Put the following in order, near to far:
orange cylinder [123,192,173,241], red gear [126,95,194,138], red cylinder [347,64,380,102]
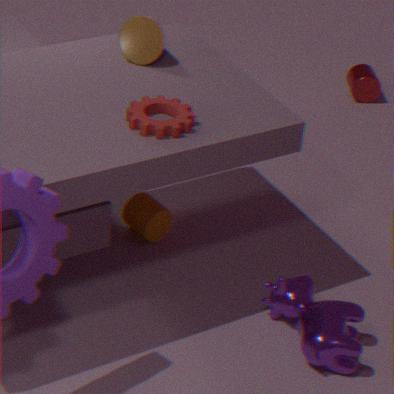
red gear [126,95,194,138] → orange cylinder [123,192,173,241] → red cylinder [347,64,380,102]
